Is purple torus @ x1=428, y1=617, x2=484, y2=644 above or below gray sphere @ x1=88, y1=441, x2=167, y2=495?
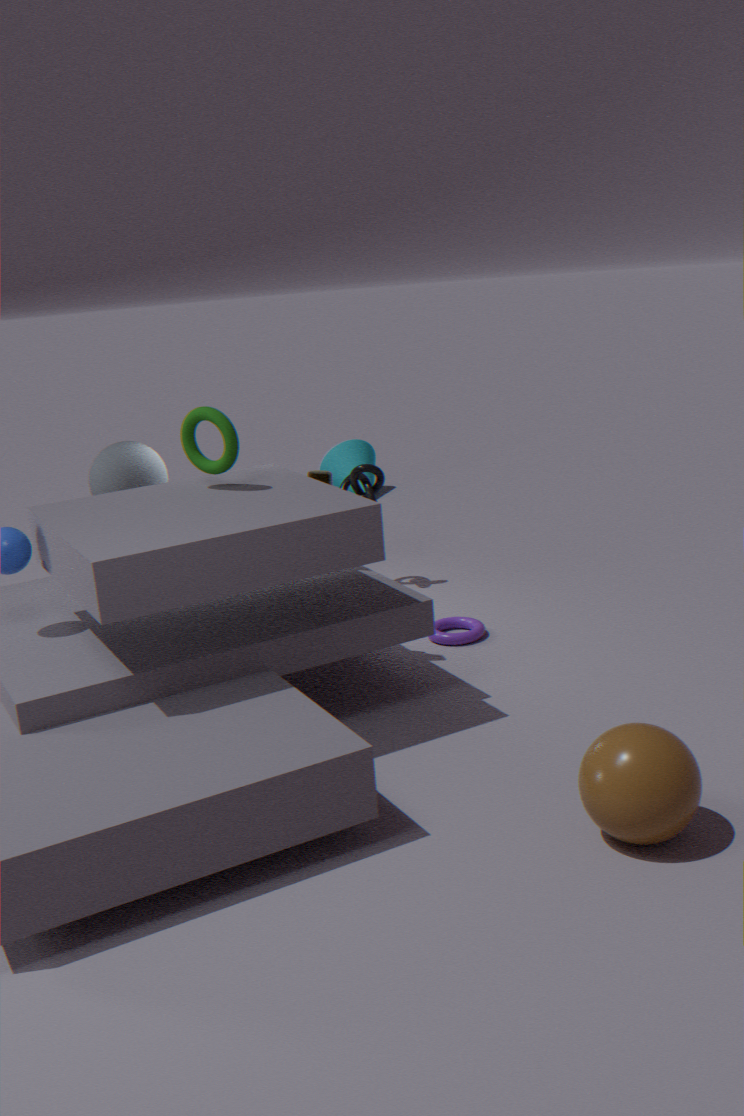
below
